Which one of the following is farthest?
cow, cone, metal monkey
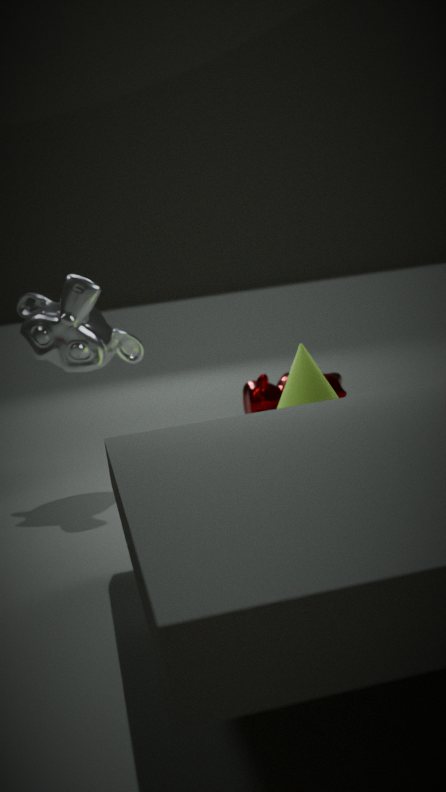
cow
